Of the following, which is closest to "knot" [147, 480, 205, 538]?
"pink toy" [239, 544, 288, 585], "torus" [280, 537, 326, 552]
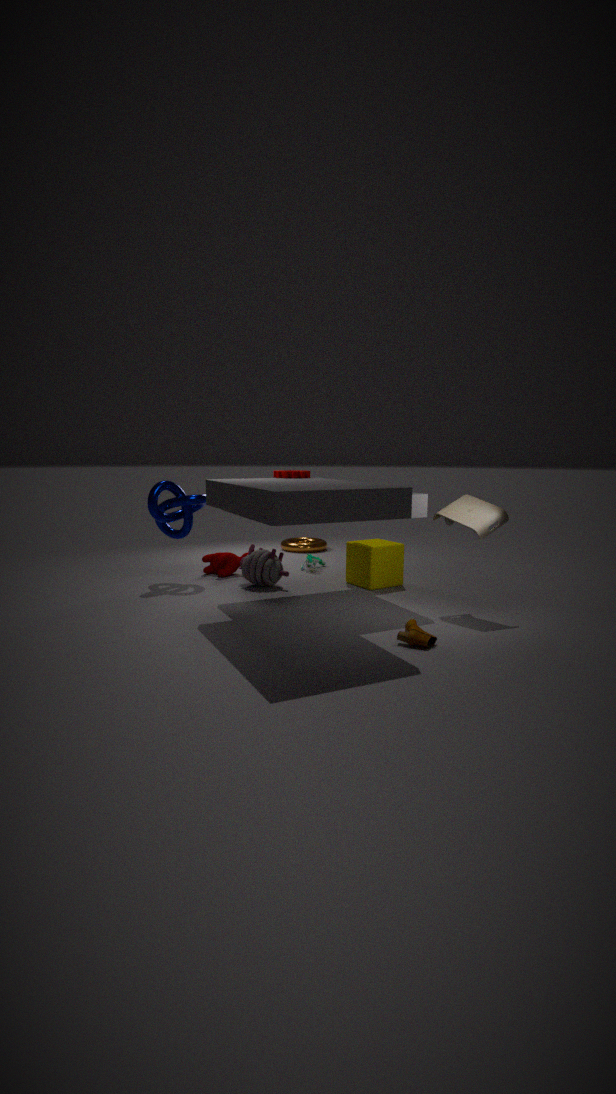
"pink toy" [239, 544, 288, 585]
